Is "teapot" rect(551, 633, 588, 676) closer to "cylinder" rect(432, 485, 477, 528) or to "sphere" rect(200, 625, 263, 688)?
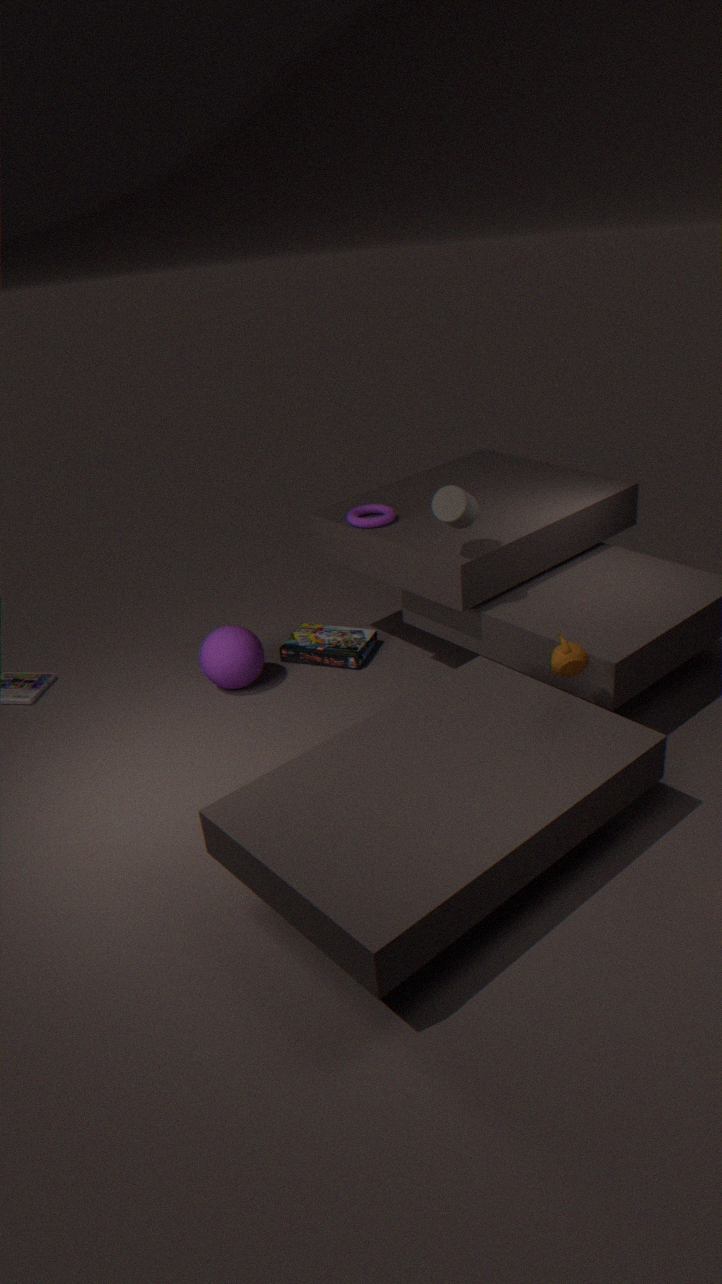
"cylinder" rect(432, 485, 477, 528)
